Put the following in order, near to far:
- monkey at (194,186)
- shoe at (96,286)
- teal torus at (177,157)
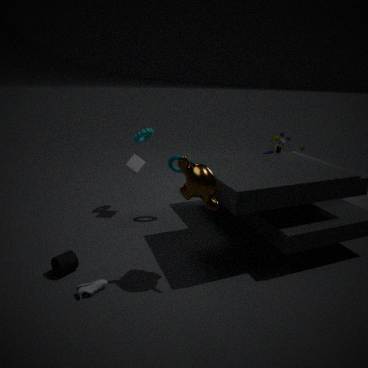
monkey at (194,186), shoe at (96,286), teal torus at (177,157)
